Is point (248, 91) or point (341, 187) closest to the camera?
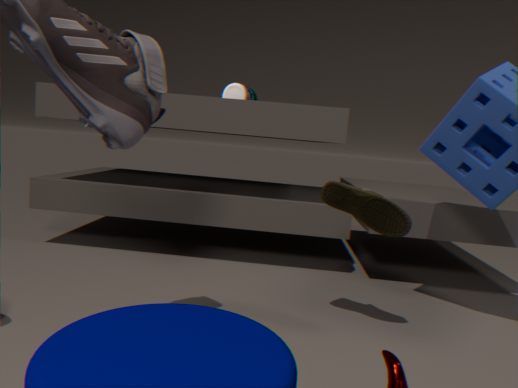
point (341, 187)
